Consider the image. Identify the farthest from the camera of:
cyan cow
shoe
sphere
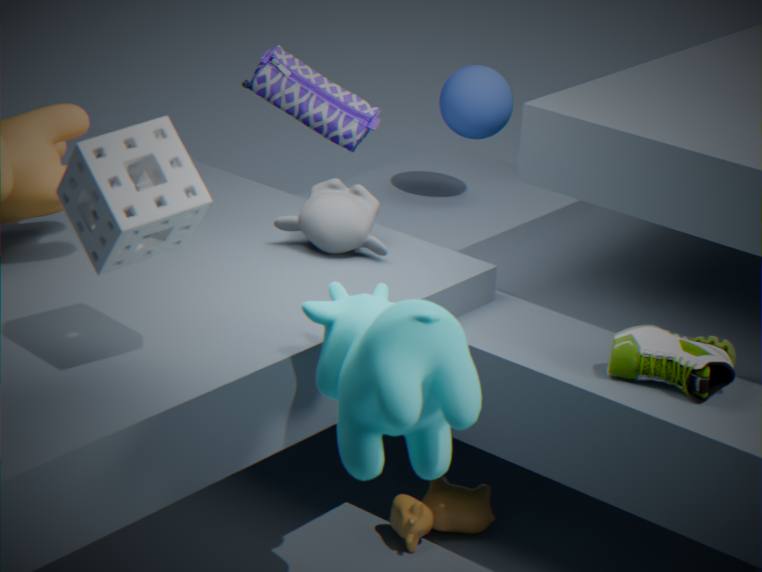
sphere
